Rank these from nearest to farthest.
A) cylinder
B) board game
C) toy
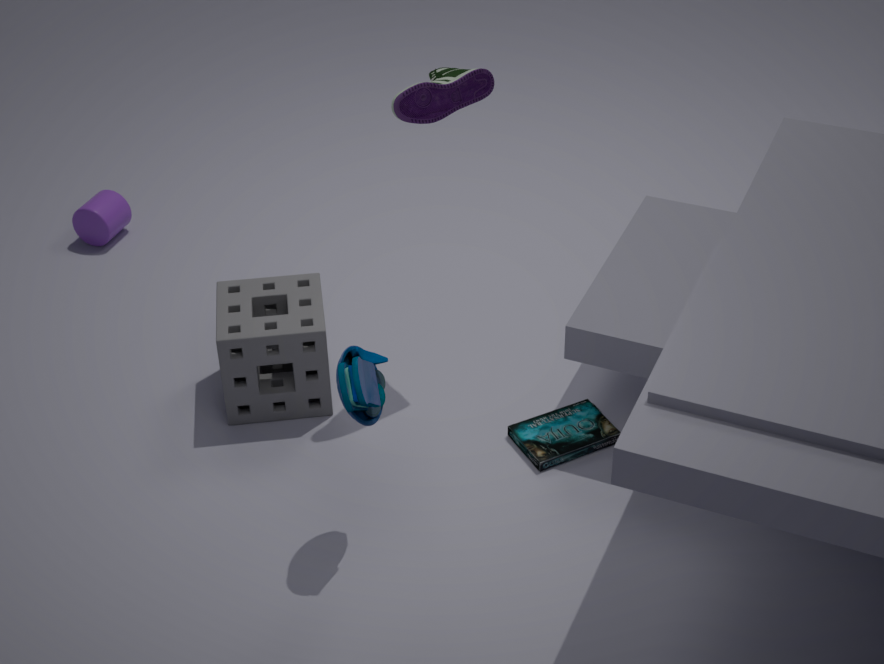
toy → board game → cylinder
